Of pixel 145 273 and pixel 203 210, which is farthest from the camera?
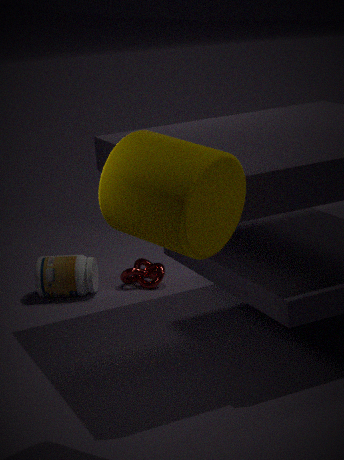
pixel 145 273
